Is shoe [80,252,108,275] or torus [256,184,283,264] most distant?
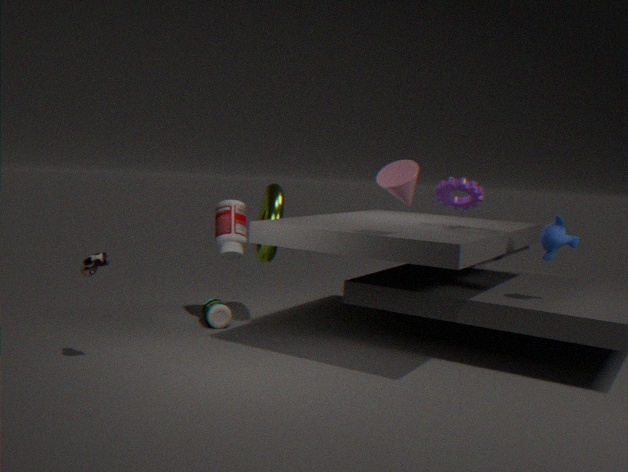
torus [256,184,283,264]
